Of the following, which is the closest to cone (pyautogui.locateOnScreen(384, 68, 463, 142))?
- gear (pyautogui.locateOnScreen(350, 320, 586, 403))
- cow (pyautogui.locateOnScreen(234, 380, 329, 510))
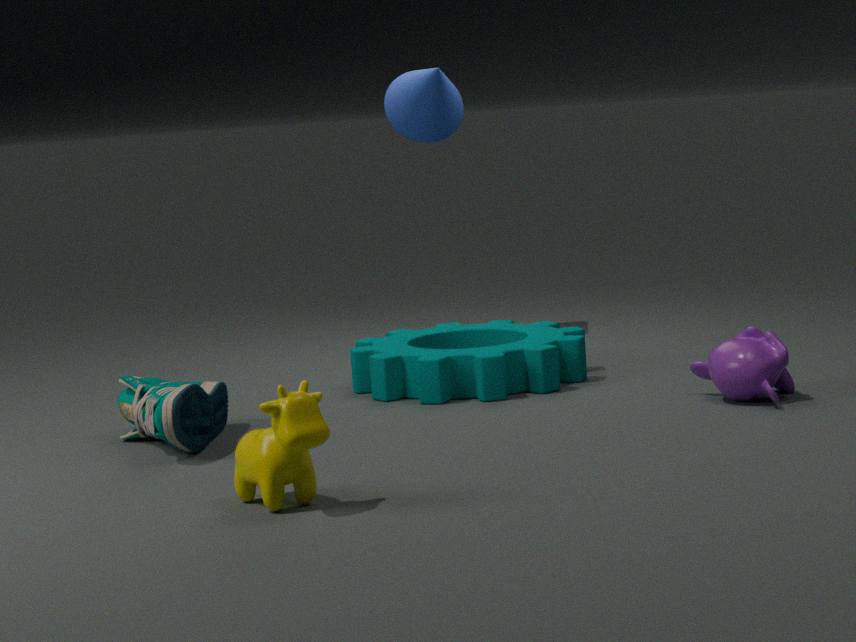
gear (pyautogui.locateOnScreen(350, 320, 586, 403))
